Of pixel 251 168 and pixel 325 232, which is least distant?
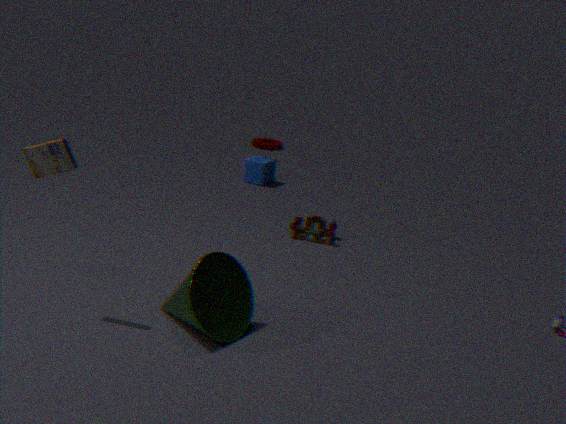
pixel 325 232
